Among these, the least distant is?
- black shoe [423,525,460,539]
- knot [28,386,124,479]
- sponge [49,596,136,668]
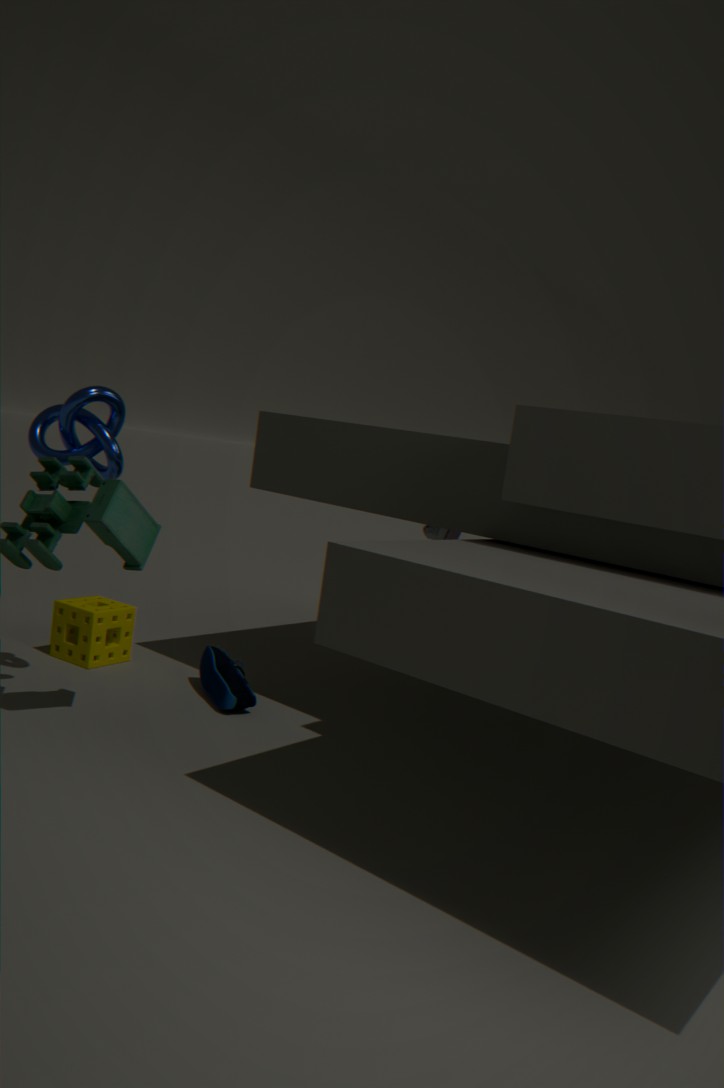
knot [28,386,124,479]
